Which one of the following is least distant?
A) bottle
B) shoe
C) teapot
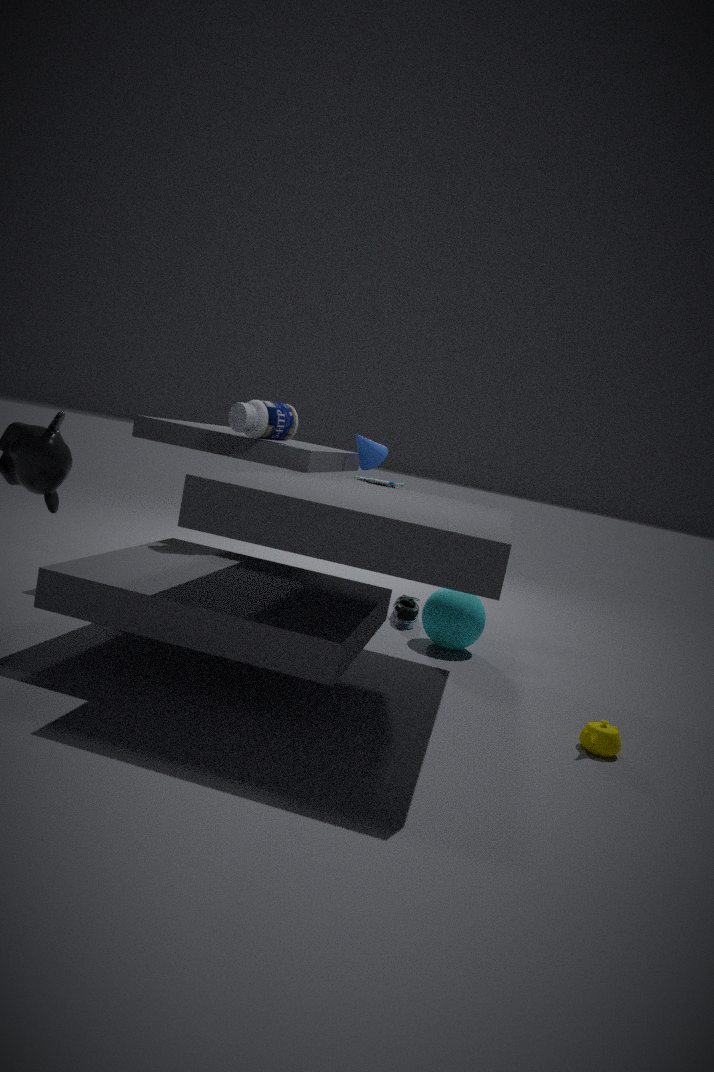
teapot
